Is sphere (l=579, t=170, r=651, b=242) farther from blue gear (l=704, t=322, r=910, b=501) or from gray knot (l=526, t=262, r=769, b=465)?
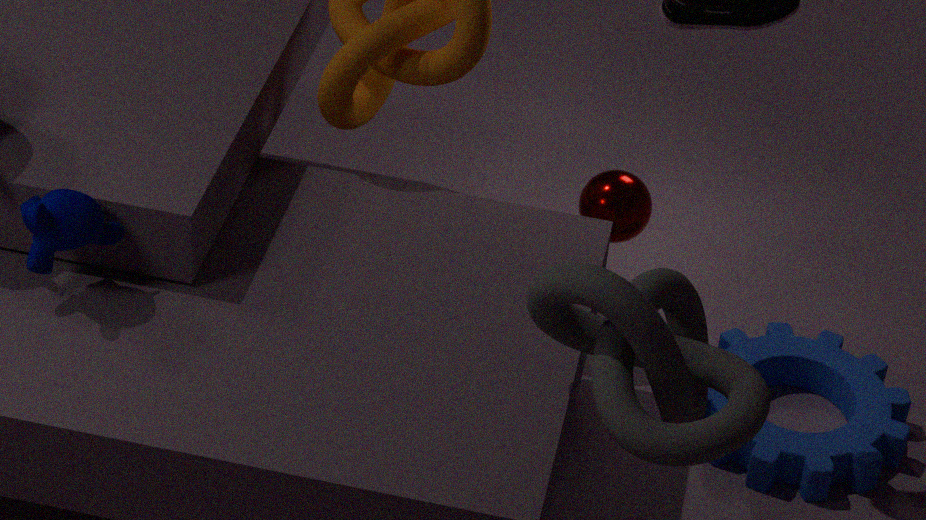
gray knot (l=526, t=262, r=769, b=465)
